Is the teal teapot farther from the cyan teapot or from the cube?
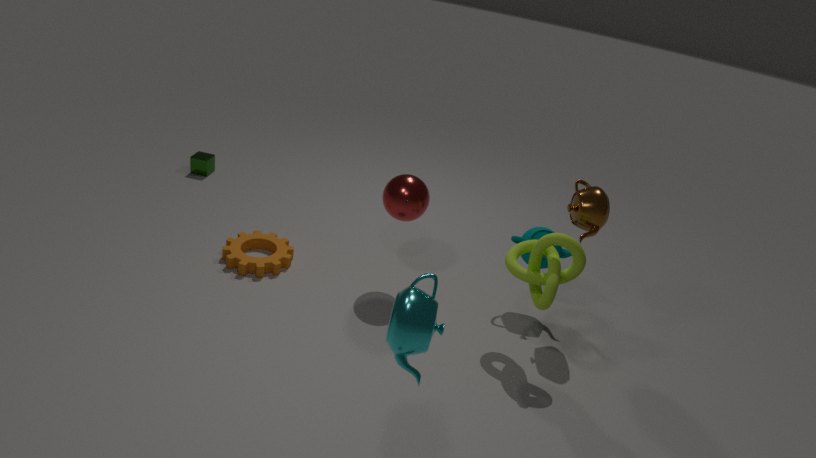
the cube
